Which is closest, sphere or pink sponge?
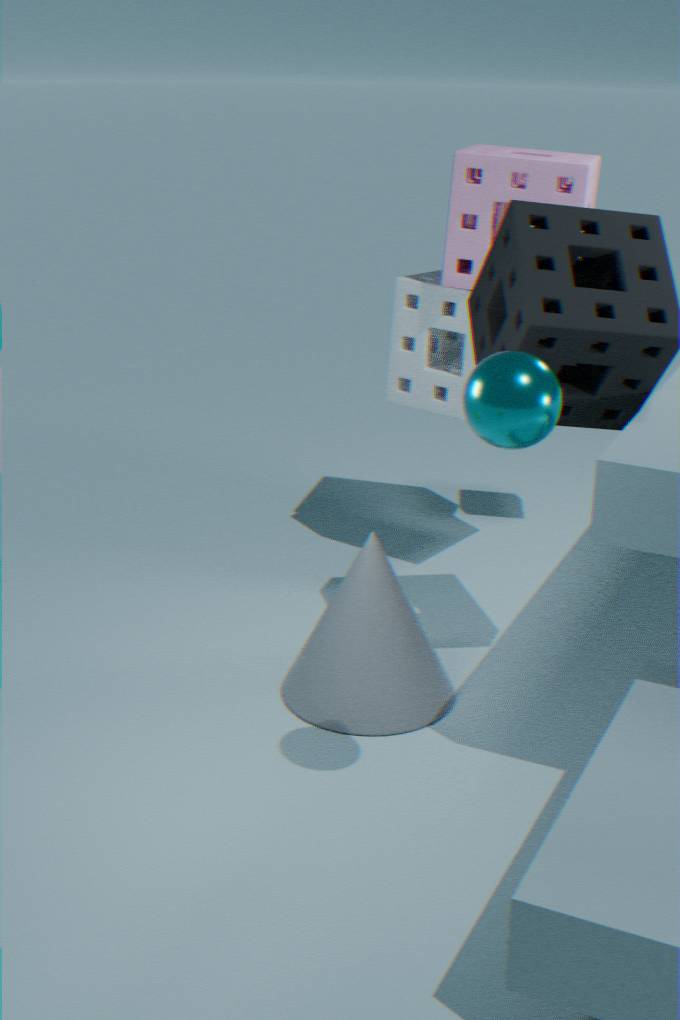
sphere
